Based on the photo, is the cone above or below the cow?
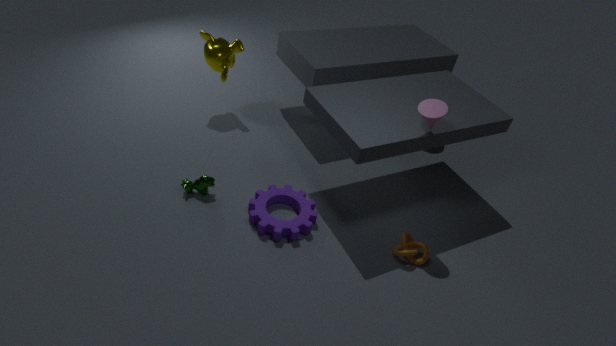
above
